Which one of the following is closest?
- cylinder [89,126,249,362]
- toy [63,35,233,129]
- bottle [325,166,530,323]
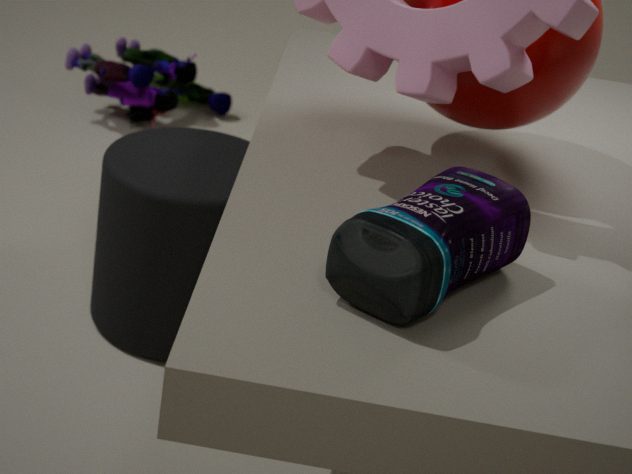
bottle [325,166,530,323]
